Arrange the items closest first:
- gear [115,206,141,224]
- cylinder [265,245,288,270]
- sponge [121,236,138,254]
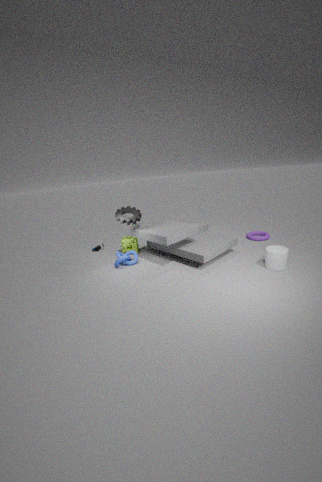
cylinder [265,245,288,270]
gear [115,206,141,224]
sponge [121,236,138,254]
